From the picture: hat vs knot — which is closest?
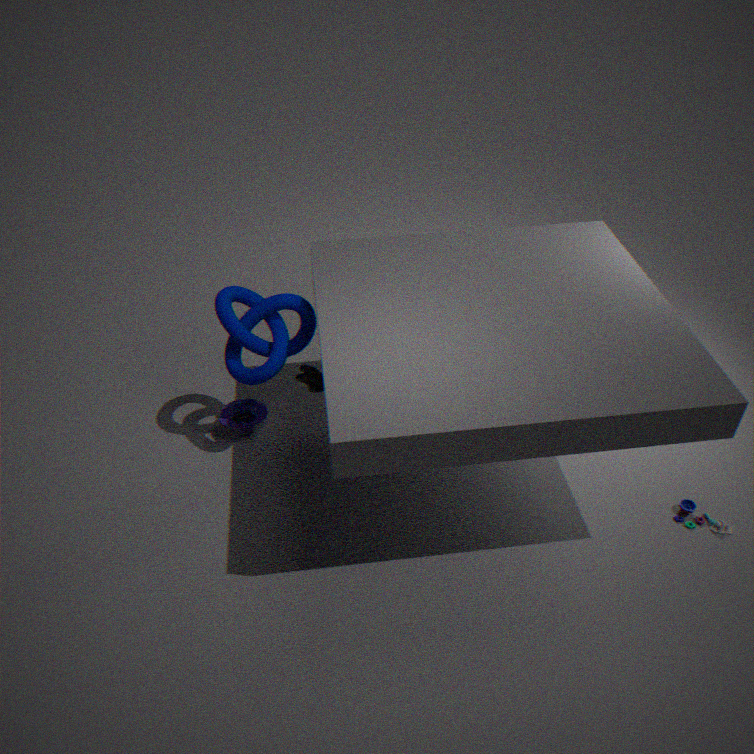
knot
